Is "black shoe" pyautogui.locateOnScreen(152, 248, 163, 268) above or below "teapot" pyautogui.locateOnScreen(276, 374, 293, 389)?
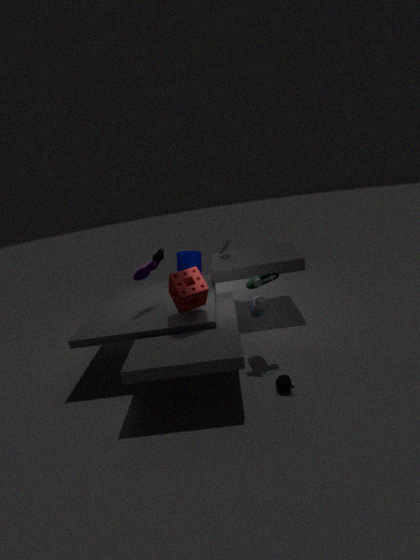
above
